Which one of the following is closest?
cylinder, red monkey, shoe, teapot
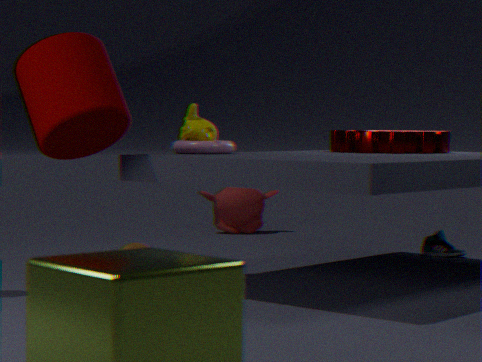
cylinder
